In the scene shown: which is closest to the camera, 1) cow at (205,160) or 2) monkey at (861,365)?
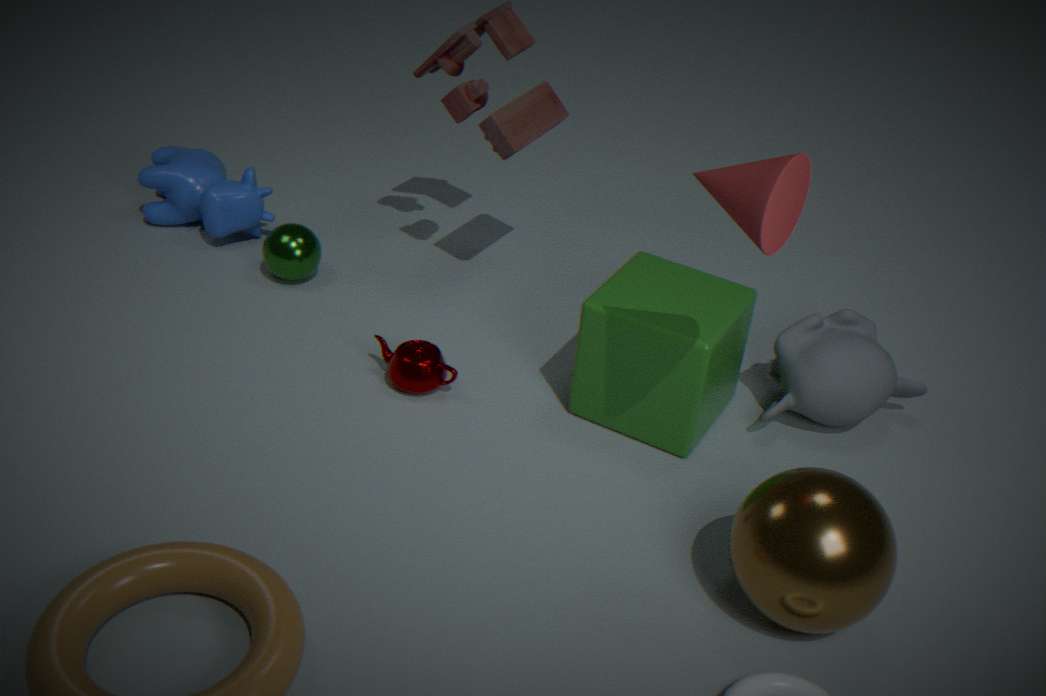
2. monkey at (861,365)
